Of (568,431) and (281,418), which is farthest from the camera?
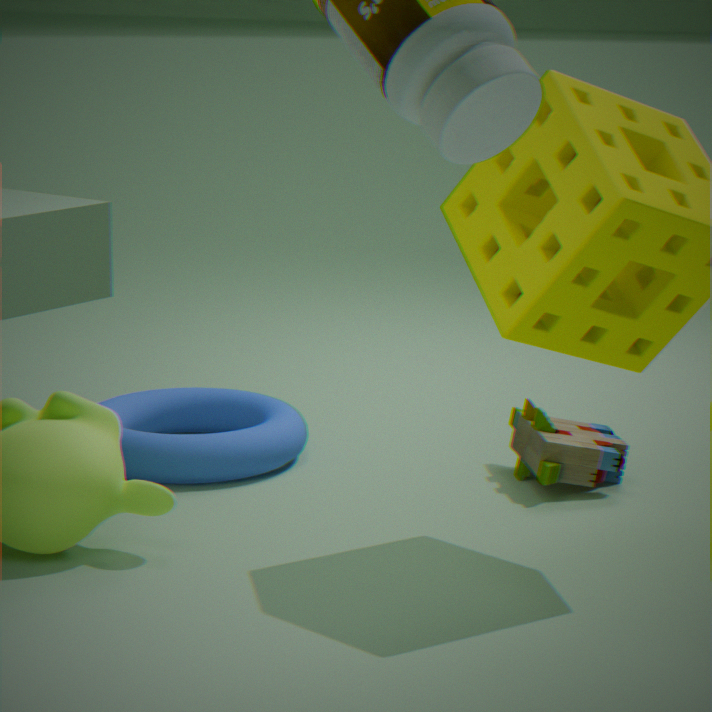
(281,418)
